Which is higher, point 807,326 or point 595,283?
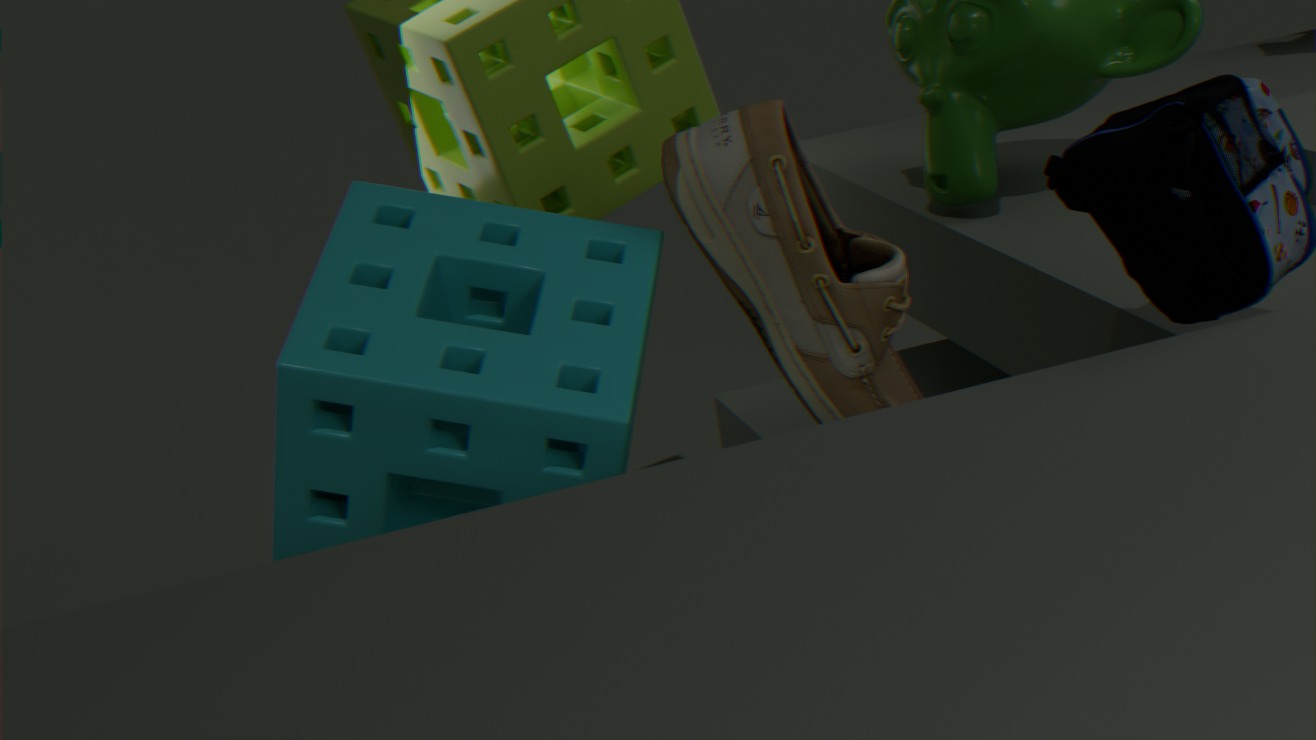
point 807,326
